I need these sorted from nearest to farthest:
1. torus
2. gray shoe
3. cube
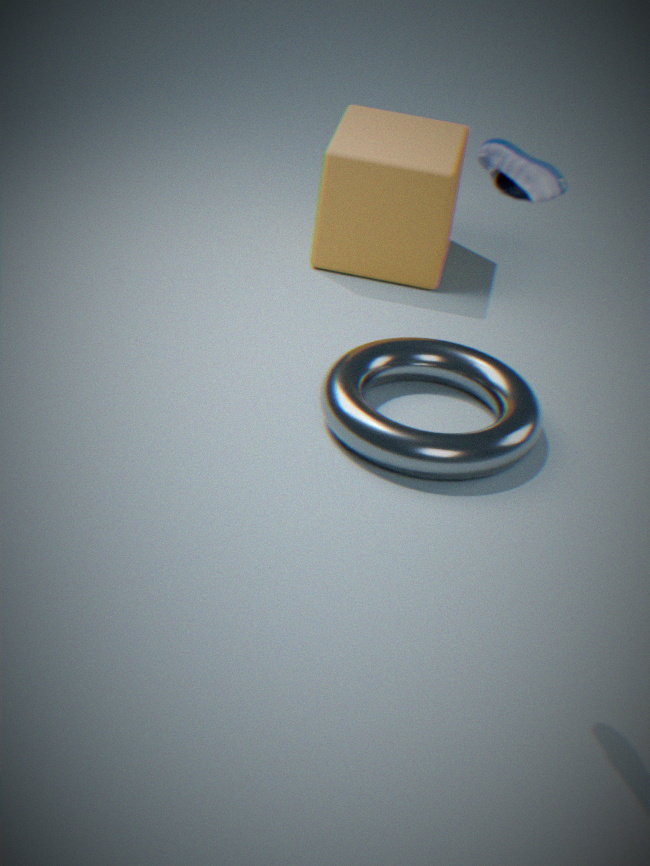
gray shoe < torus < cube
